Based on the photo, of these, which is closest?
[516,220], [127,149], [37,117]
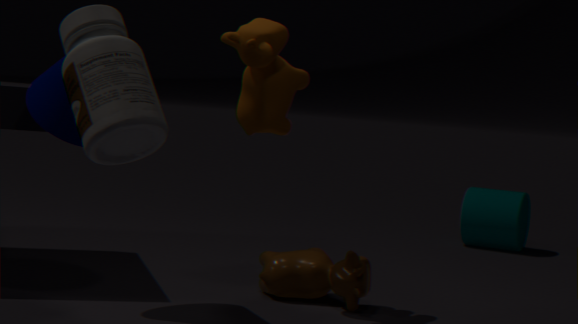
[127,149]
